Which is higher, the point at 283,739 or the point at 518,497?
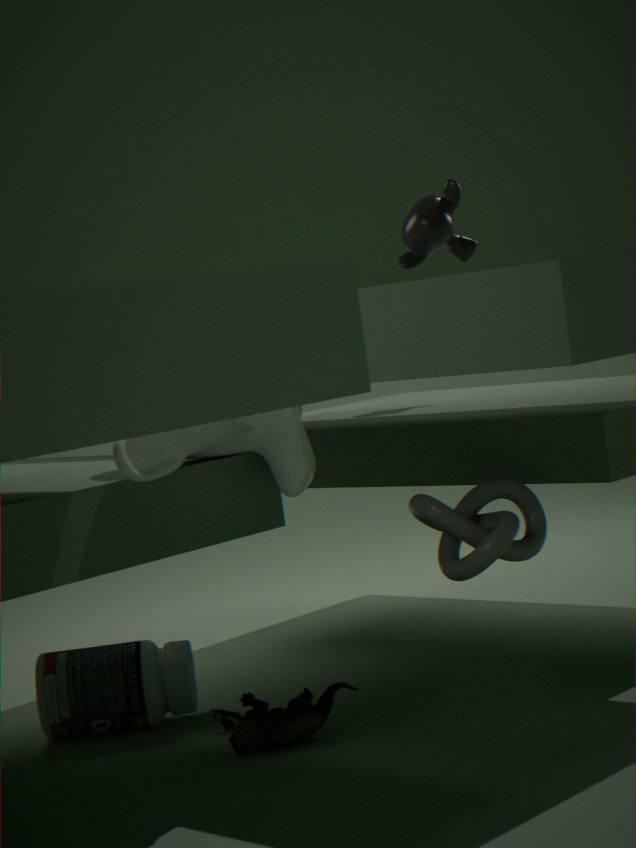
the point at 518,497
